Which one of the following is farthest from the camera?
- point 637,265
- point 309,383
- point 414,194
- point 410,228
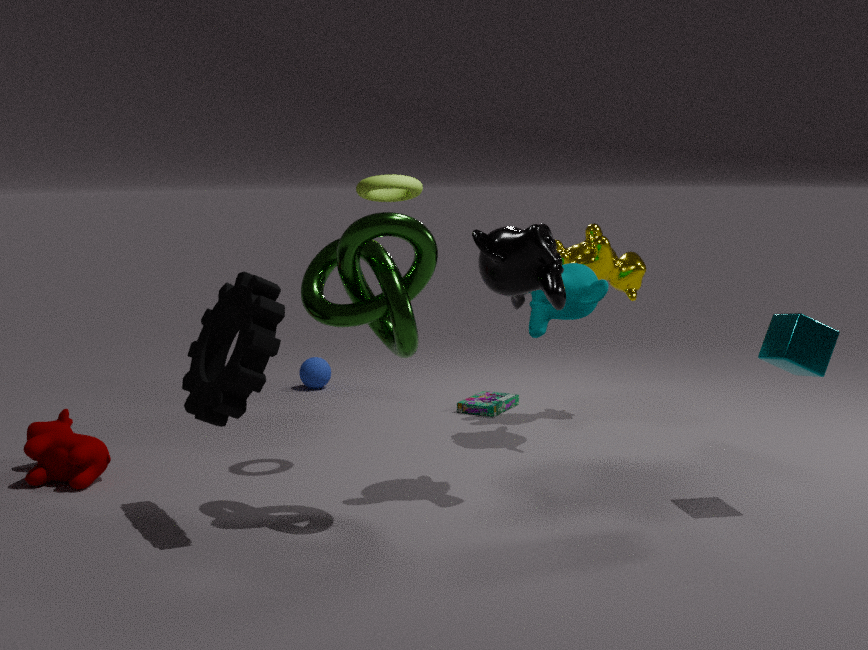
point 309,383
